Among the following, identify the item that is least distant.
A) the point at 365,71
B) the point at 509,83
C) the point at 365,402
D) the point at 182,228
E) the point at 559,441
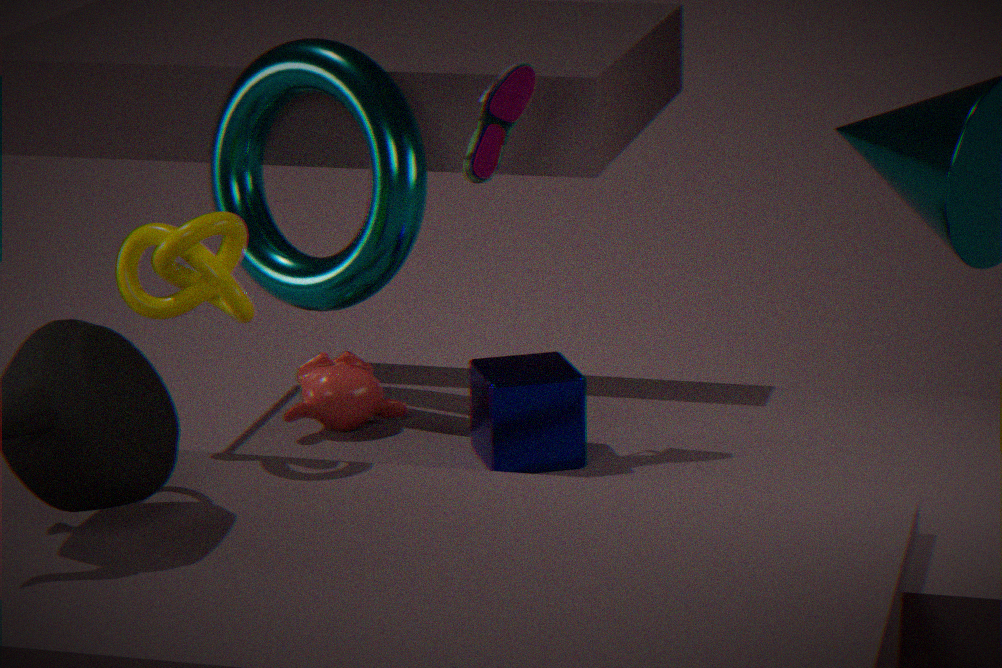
the point at 182,228
